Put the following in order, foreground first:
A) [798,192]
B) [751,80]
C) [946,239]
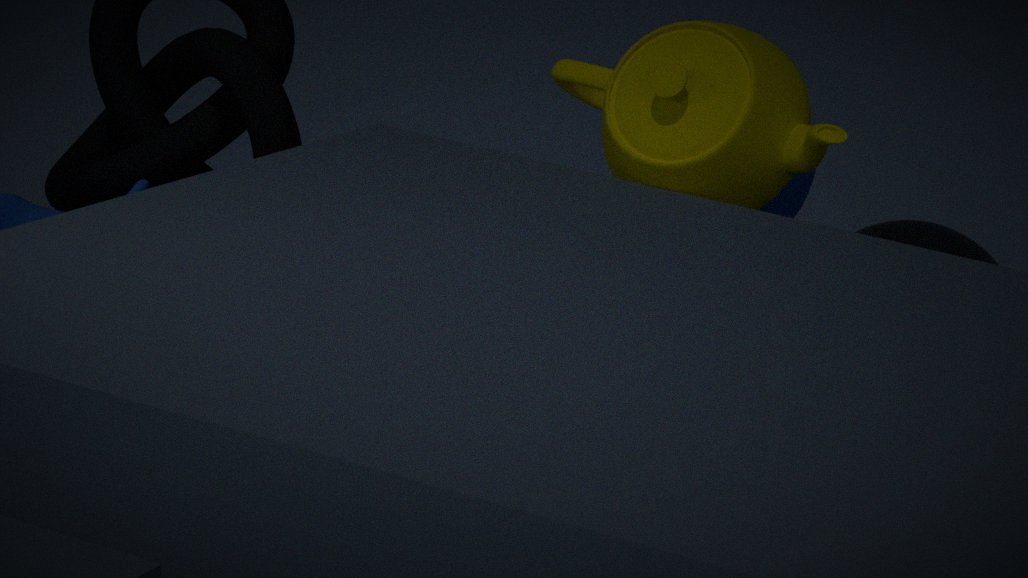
[751,80] → [946,239] → [798,192]
